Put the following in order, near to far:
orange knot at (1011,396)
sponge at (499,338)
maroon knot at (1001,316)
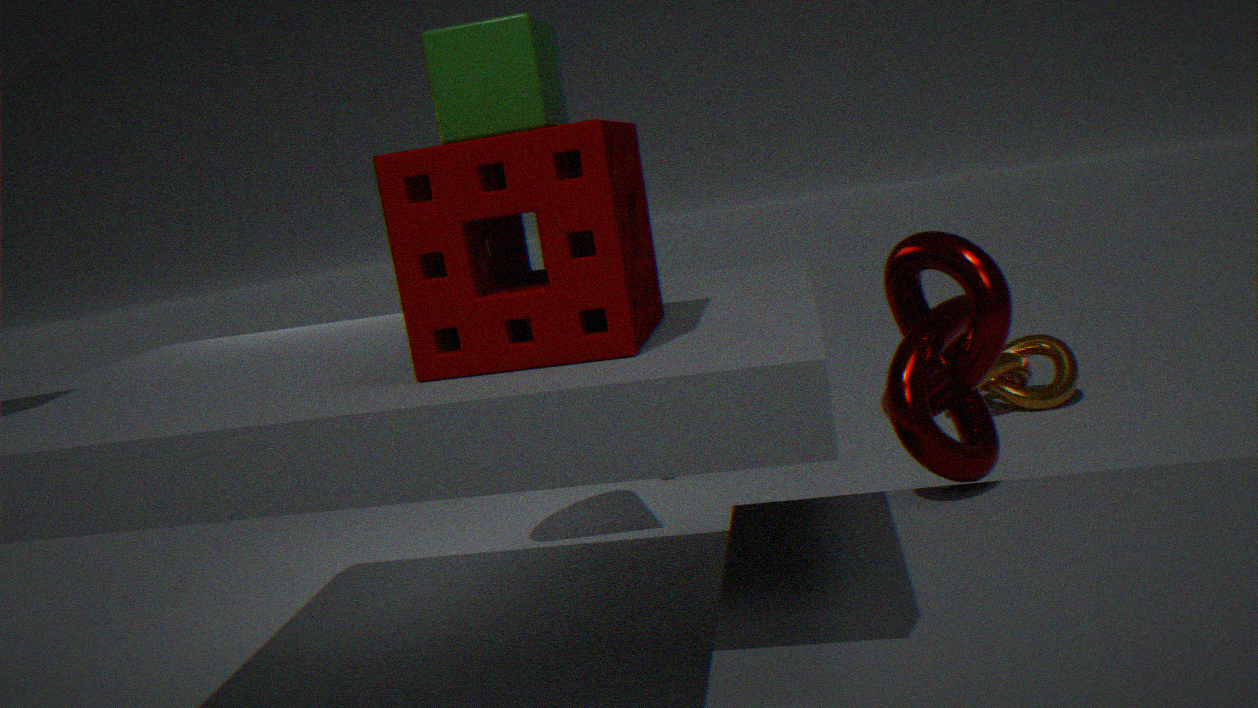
sponge at (499,338) < maroon knot at (1001,316) < orange knot at (1011,396)
